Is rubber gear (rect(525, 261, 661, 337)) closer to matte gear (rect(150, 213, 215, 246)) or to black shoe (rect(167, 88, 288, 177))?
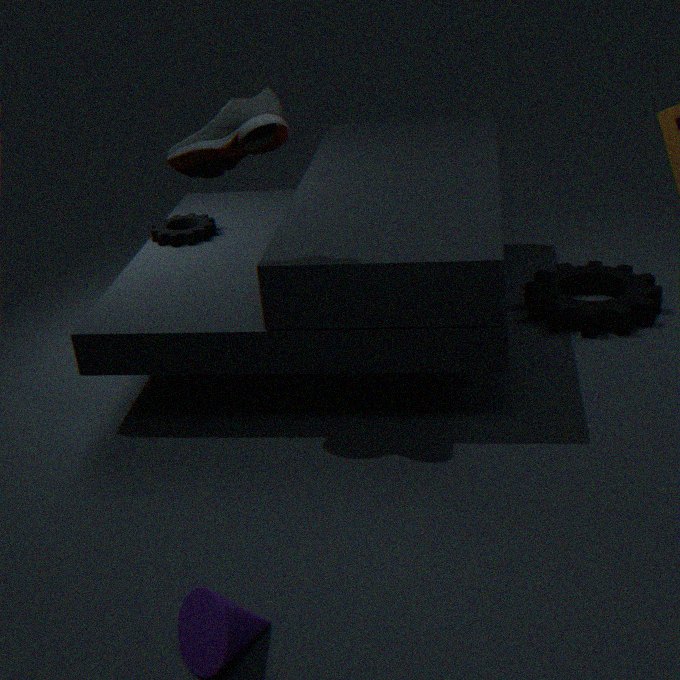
matte gear (rect(150, 213, 215, 246))
